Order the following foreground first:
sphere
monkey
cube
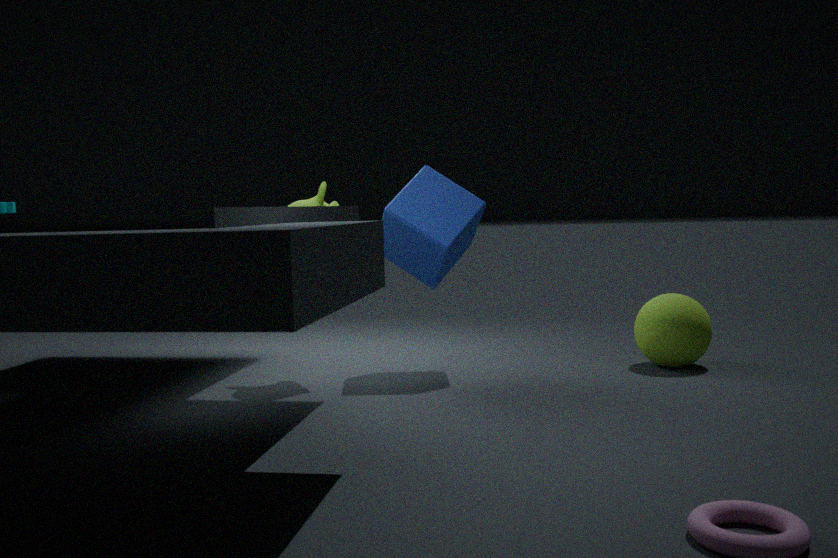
monkey, cube, sphere
